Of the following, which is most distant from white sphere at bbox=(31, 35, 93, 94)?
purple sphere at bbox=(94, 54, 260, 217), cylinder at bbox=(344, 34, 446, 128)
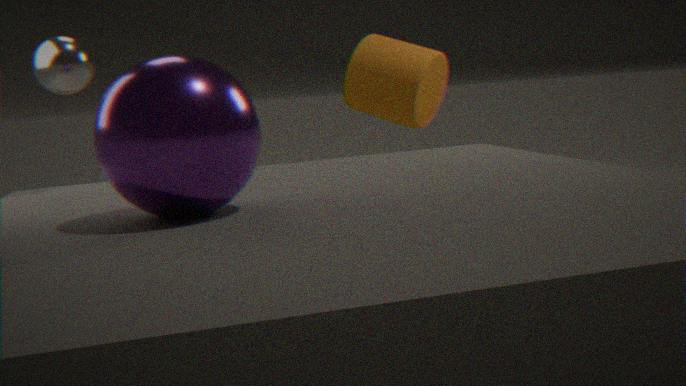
cylinder at bbox=(344, 34, 446, 128)
